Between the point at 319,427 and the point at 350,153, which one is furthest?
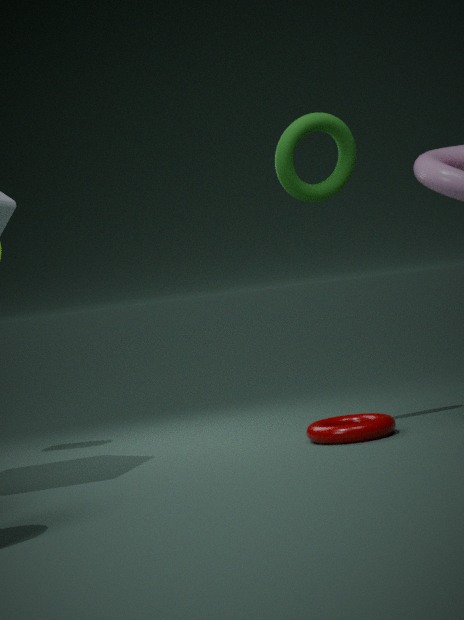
the point at 350,153
